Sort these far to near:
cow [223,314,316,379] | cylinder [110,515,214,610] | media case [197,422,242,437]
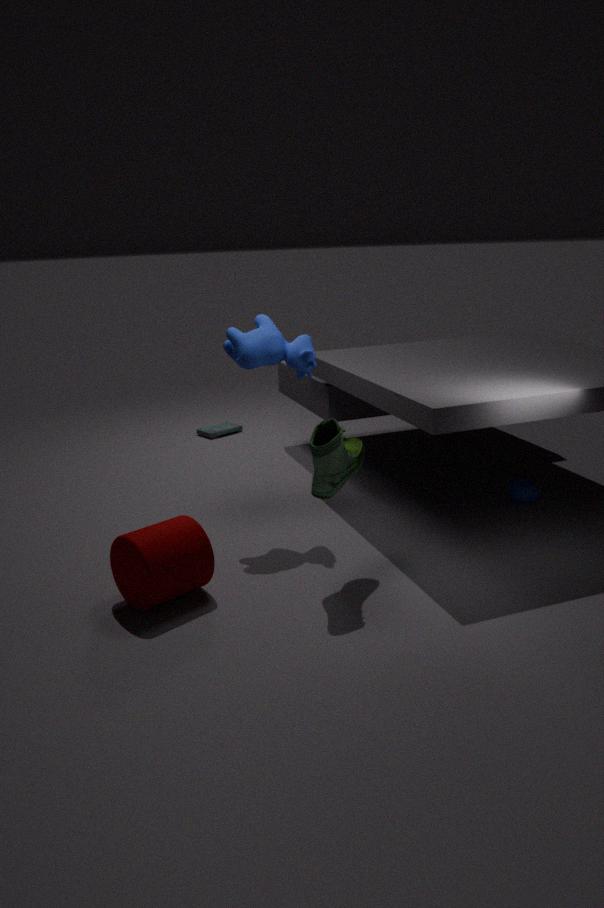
media case [197,422,242,437], cow [223,314,316,379], cylinder [110,515,214,610]
